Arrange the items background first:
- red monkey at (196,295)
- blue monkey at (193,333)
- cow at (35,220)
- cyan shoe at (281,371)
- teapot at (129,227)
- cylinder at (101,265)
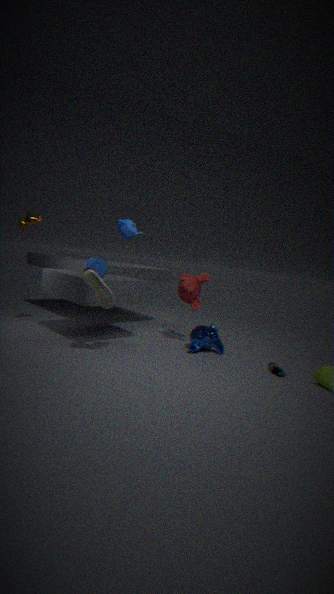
red monkey at (196,295) < cow at (35,220) < blue monkey at (193,333) < cylinder at (101,265) < cyan shoe at (281,371) < teapot at (129,227)
